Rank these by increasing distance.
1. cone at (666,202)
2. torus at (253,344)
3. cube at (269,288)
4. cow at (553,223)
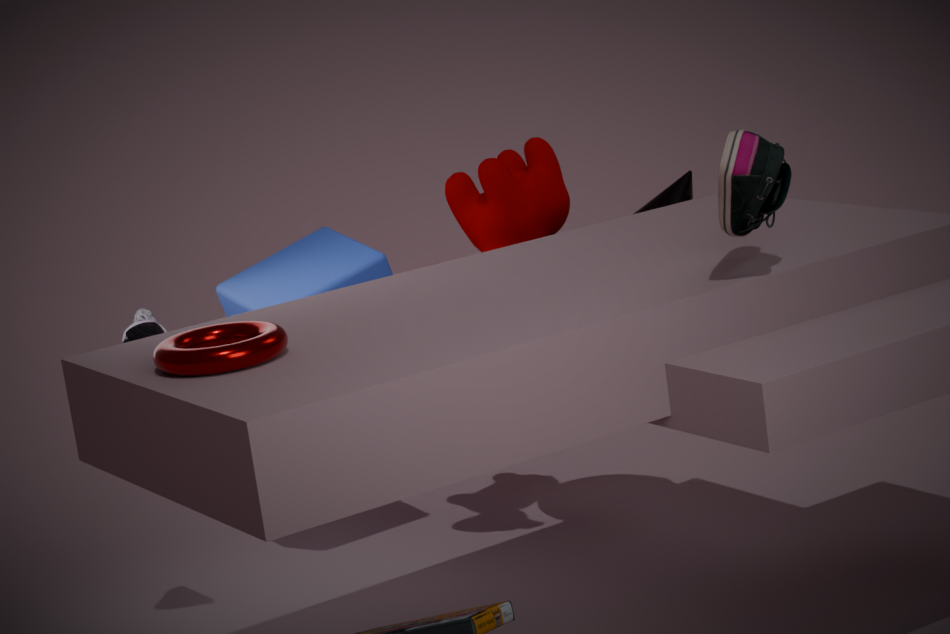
1. torus at (253,344)
2. cow at (553,223)
3. cone at (666,202)
4. cube at (269,288)
